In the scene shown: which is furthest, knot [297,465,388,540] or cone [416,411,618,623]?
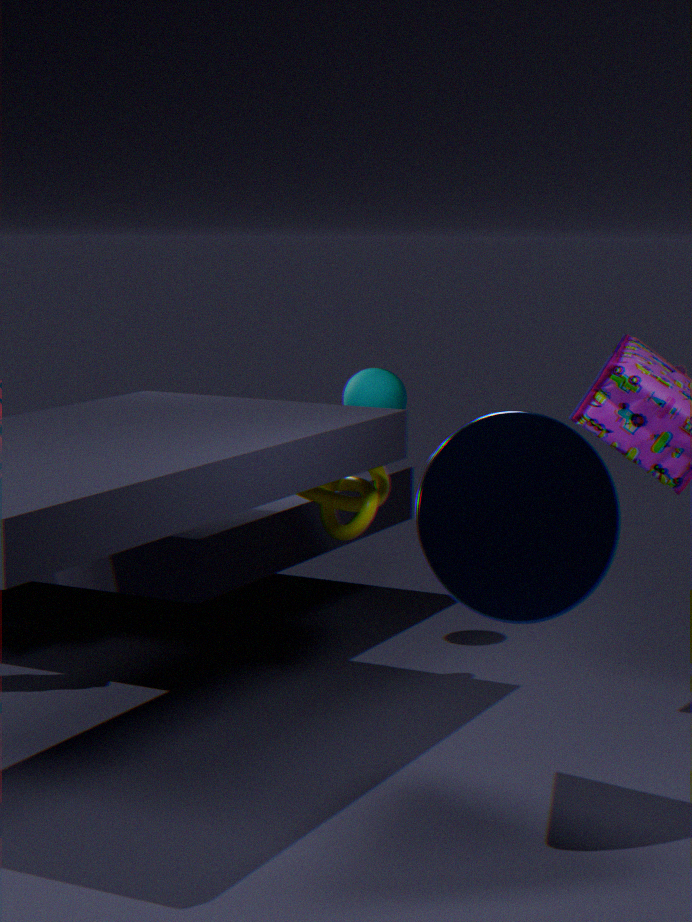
knot [297,465,388,540]
